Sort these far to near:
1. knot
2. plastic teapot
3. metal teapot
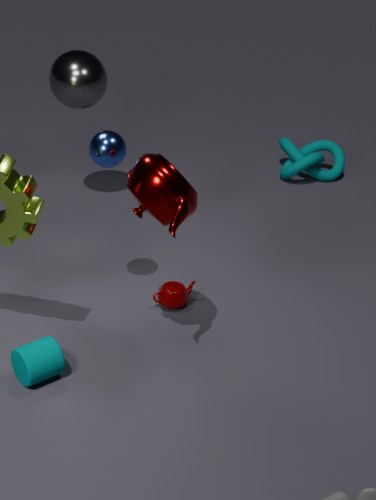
knot → plastic teapot → metal teapot
